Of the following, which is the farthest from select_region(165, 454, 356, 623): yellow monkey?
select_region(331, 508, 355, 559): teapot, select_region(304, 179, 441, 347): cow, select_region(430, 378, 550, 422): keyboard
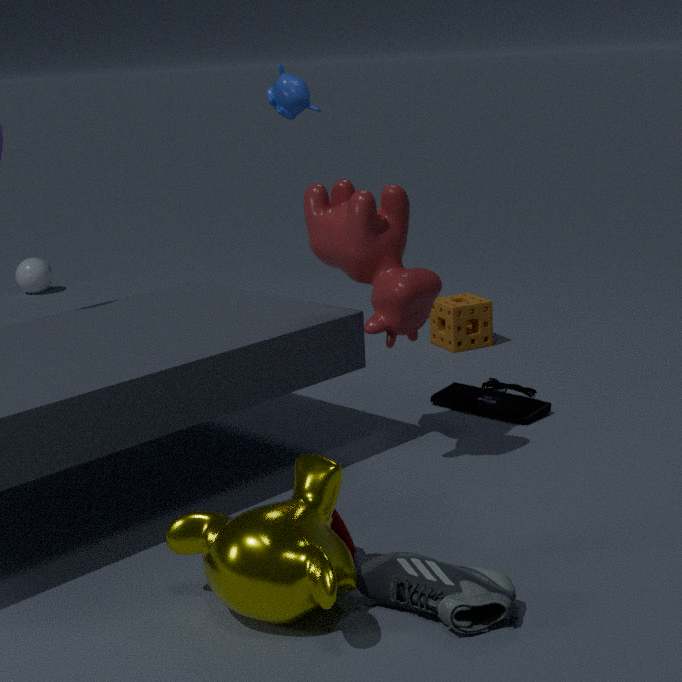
select_region(430, 378, 550, 422): keyboard
